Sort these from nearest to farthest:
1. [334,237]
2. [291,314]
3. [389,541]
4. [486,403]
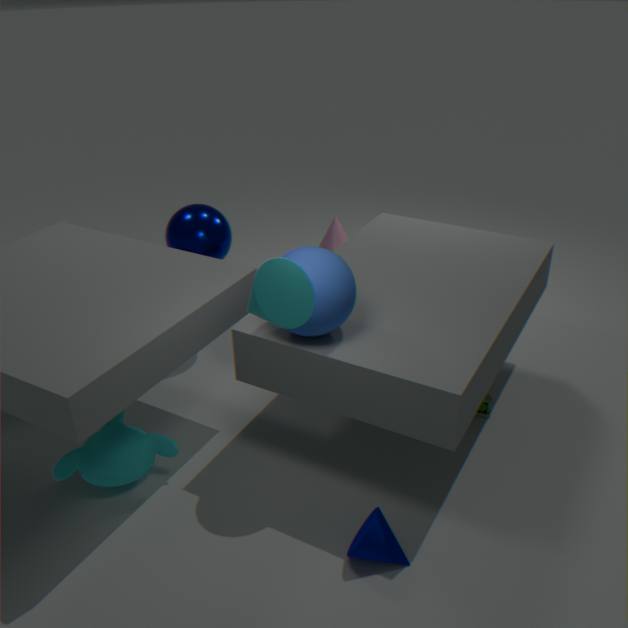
[291,314] < [389,541] < [486,403] < [334,237]
